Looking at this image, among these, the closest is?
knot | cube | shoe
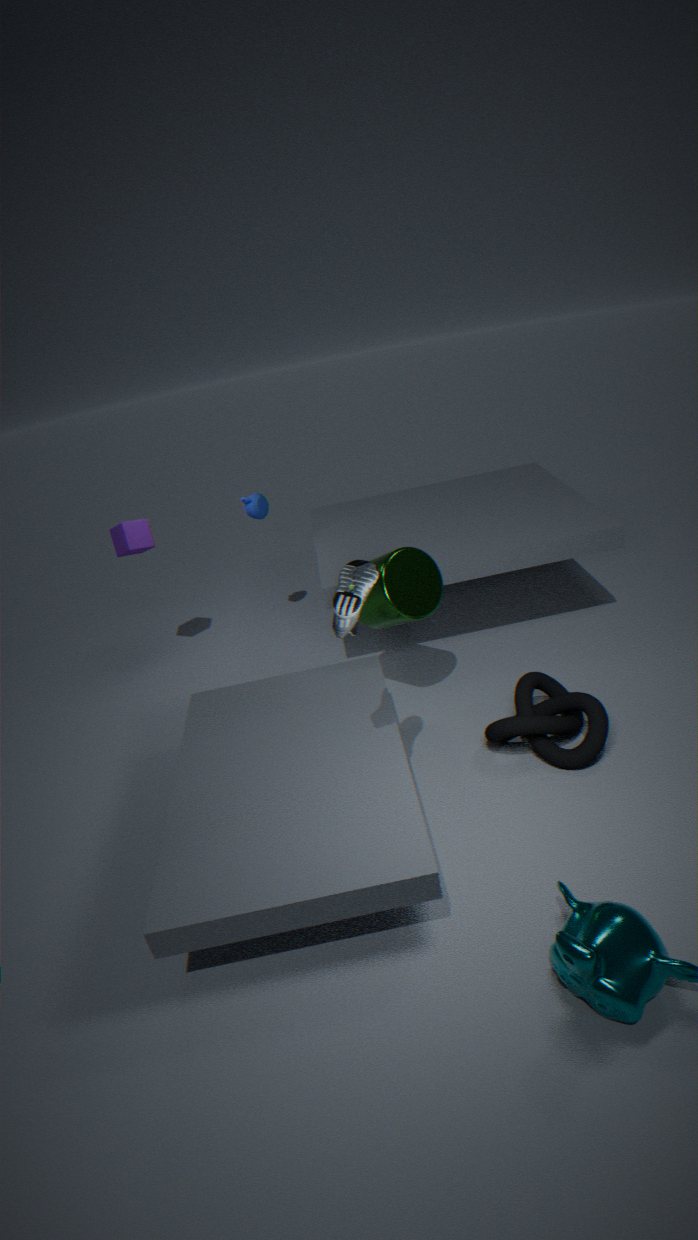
shoe
